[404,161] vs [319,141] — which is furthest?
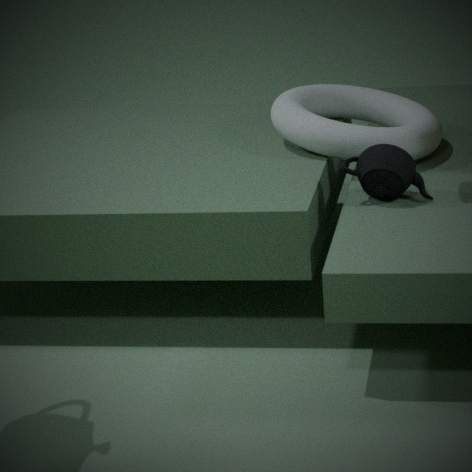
[319,141]
